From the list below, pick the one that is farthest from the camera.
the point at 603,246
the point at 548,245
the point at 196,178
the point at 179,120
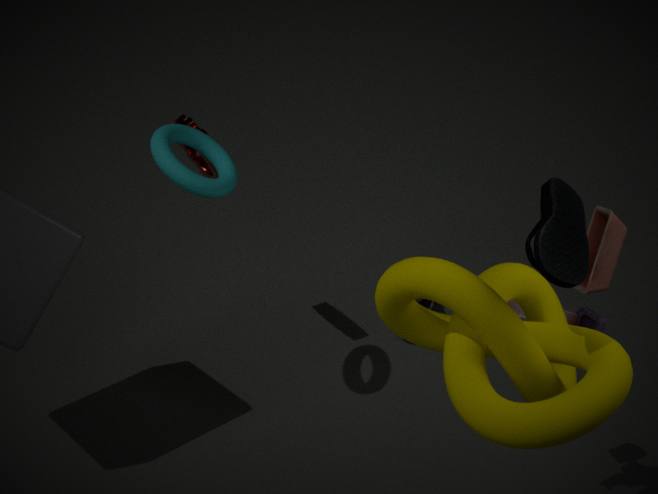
the point at 179,120
